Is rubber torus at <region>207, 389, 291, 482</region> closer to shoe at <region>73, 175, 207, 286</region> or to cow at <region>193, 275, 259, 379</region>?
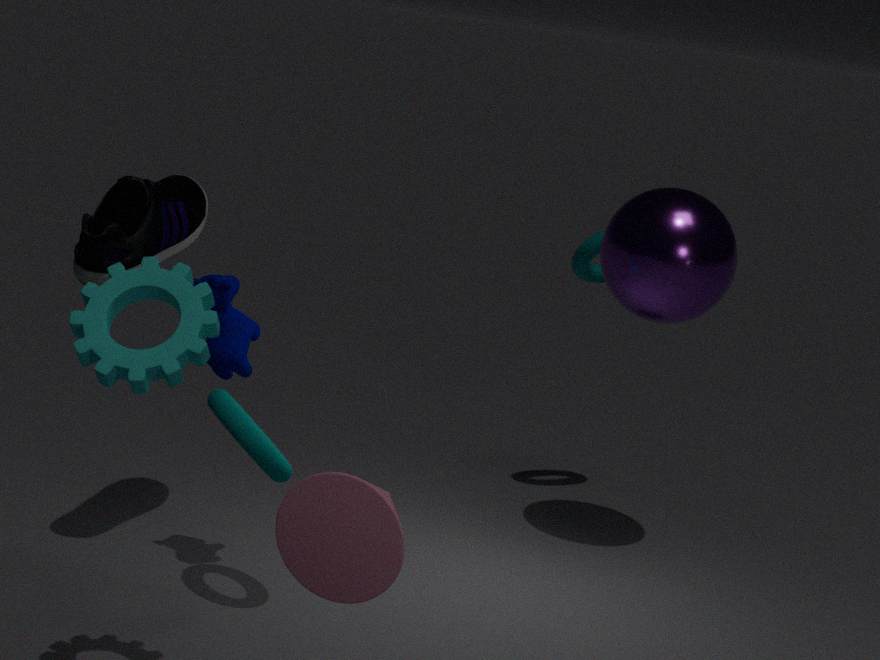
cow at <region>193, 275, 259, 379</region>
